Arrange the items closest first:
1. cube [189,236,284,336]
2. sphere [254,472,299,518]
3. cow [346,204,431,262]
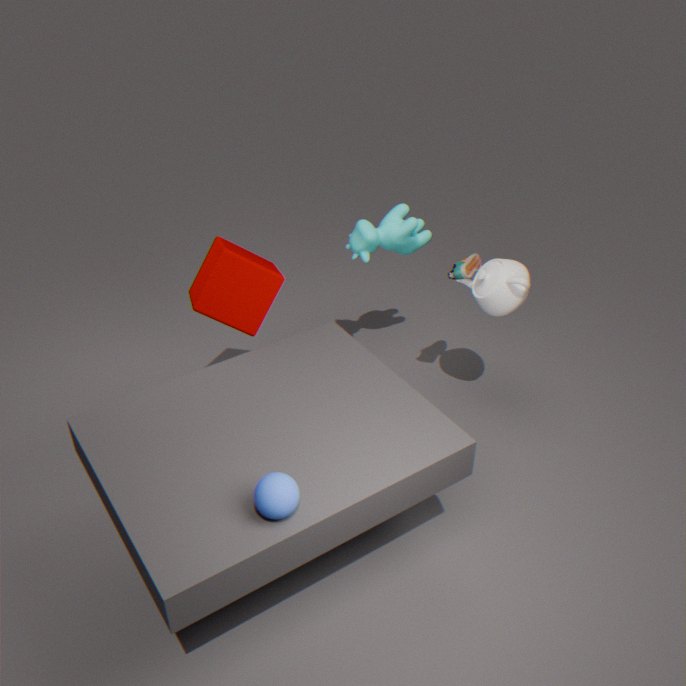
sphere [254,472,299,518] → cube [189,236,284,336] → cow [346,204,431,262]
